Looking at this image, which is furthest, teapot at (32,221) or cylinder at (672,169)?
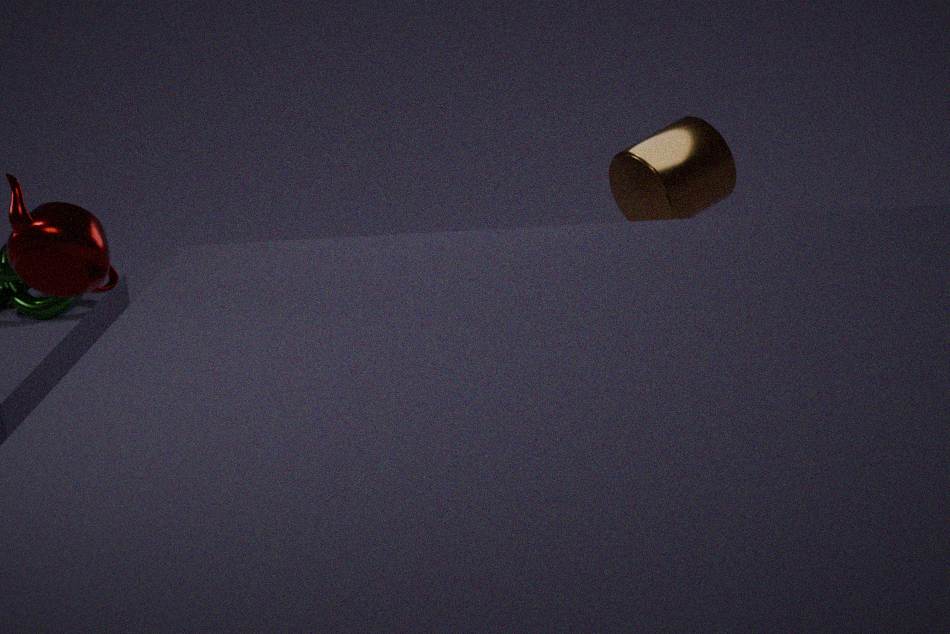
cylinder at (672,169)
